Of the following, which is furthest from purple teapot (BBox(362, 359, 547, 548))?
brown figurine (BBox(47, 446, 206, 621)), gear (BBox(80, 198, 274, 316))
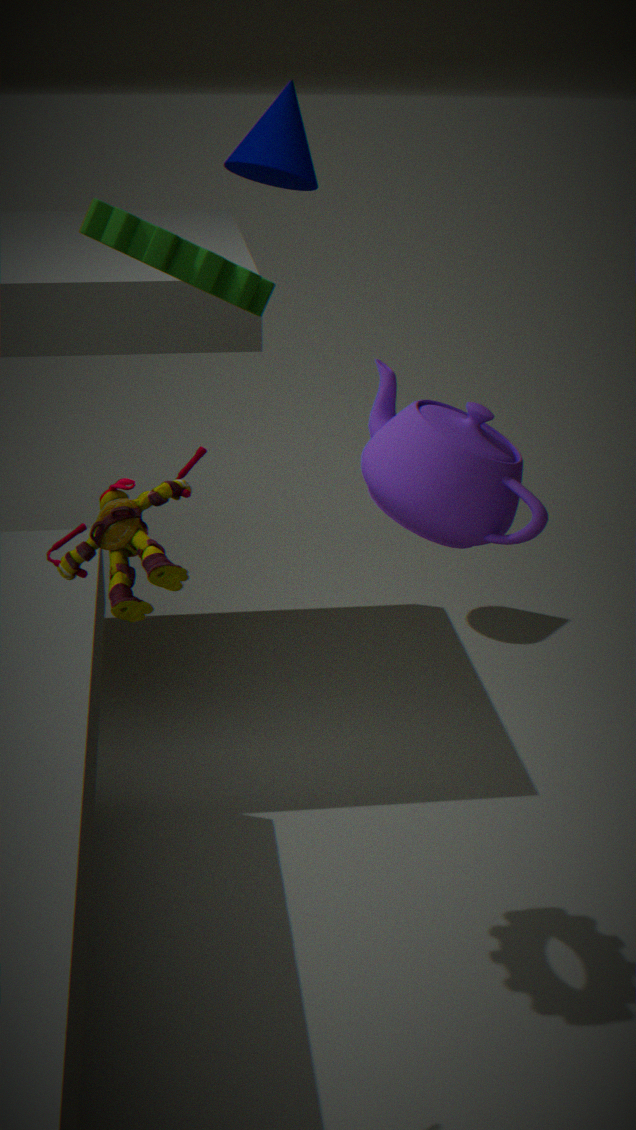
gear (BBox(80, 198, 274, 316))
